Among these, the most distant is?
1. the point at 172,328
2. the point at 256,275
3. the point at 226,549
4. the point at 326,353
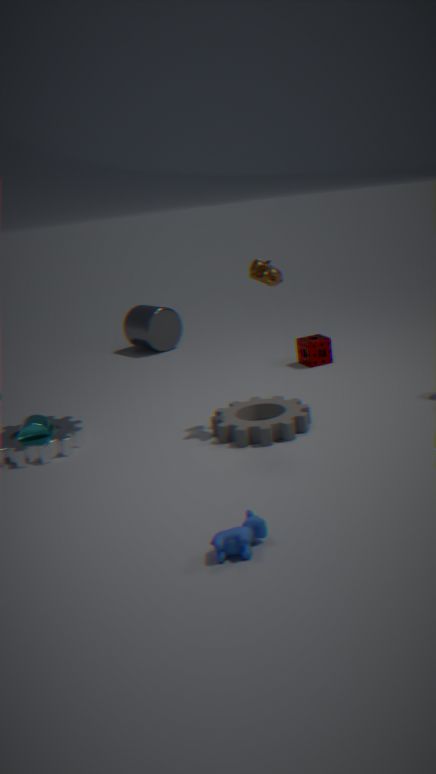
the point at 172,328
